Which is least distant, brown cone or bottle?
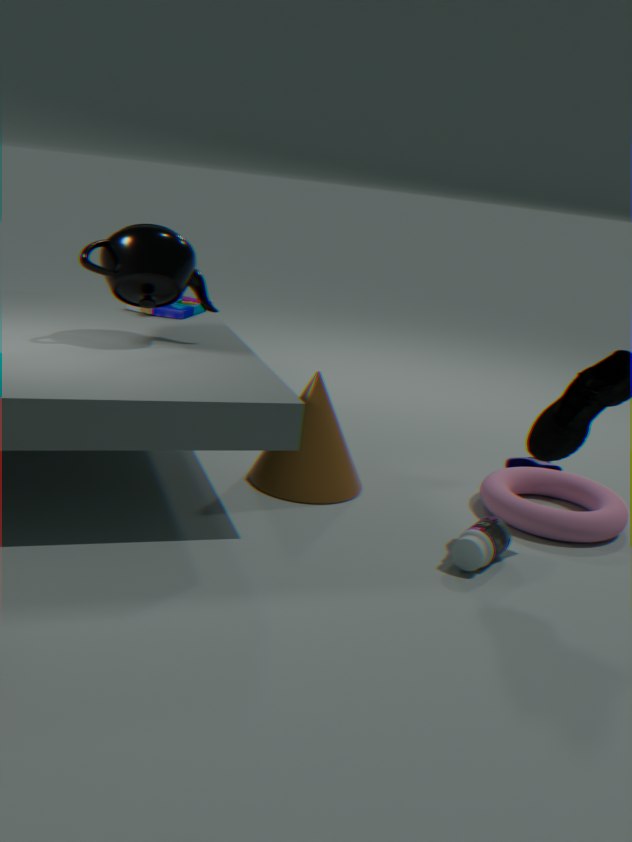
bottle
